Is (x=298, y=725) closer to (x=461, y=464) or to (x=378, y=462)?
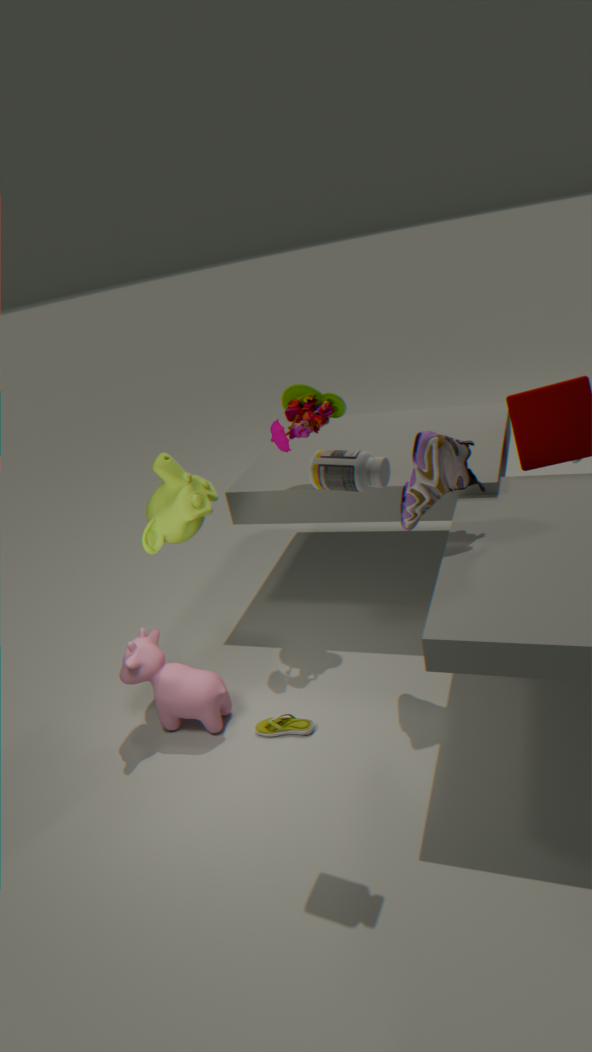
(x=461, y=464)
